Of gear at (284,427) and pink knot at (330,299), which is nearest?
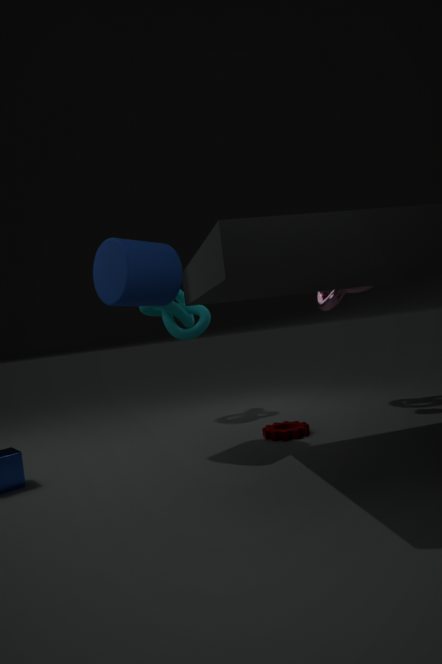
gear at (284,427)
